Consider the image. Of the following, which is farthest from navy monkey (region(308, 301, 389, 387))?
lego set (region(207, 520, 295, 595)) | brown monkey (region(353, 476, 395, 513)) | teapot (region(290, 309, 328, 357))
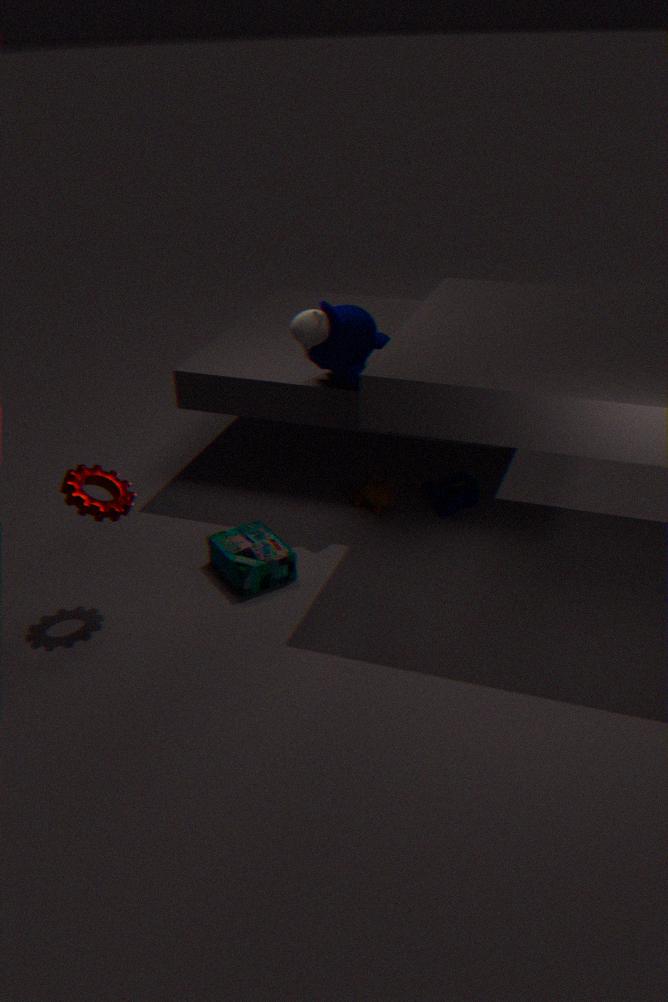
lego set (region(207, 520, 295, 595))
